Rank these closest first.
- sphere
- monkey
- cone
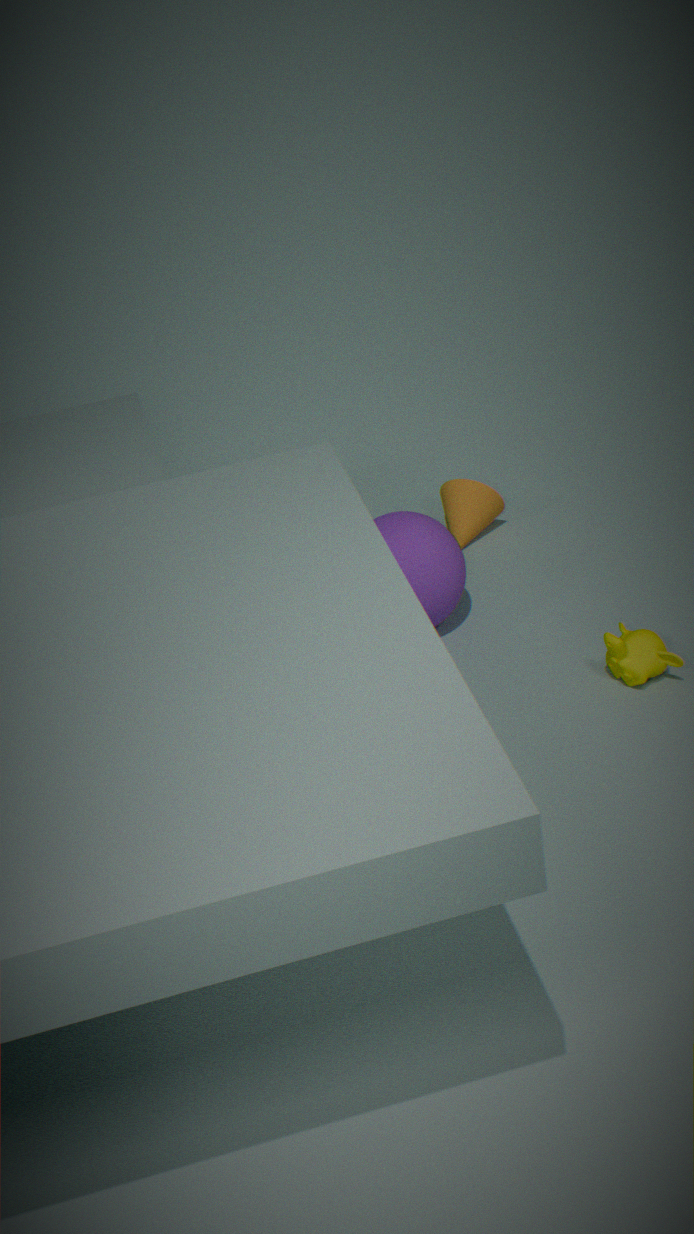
monkey → sphere → cone
